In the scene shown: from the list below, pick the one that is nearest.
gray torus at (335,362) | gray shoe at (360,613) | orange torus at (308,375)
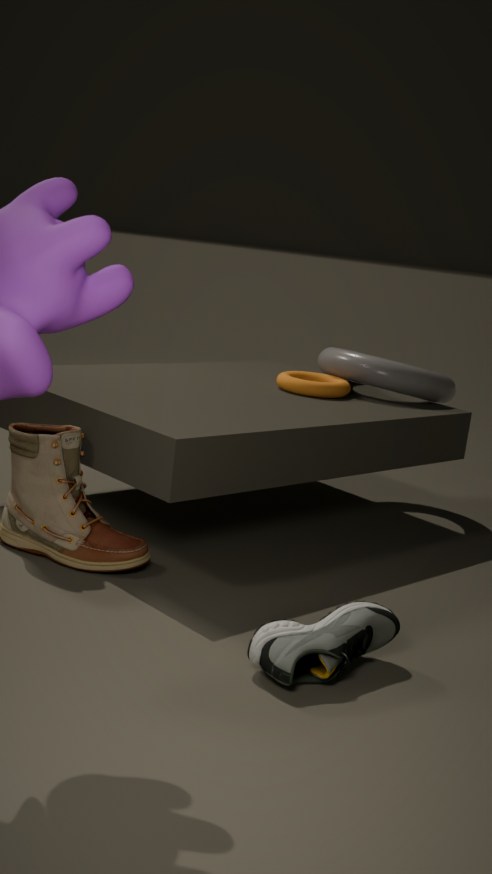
gray shoe at (360,613)
